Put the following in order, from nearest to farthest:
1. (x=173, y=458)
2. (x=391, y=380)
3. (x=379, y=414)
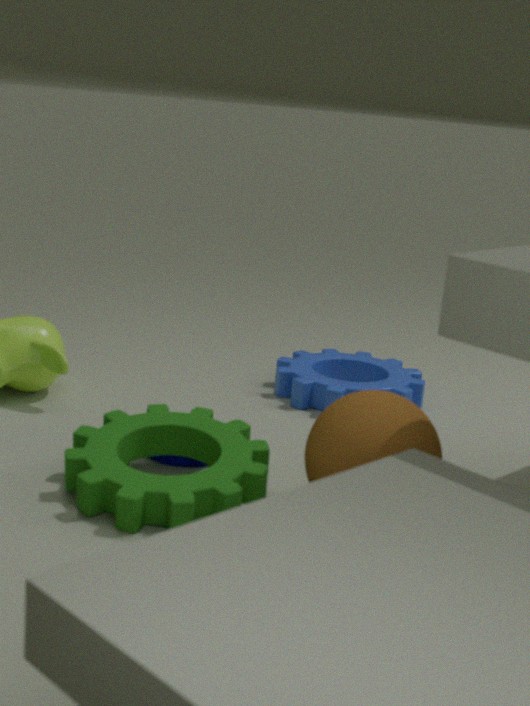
(x=379, y=414) < (x=173, y=458) < (x=391, y=380)
